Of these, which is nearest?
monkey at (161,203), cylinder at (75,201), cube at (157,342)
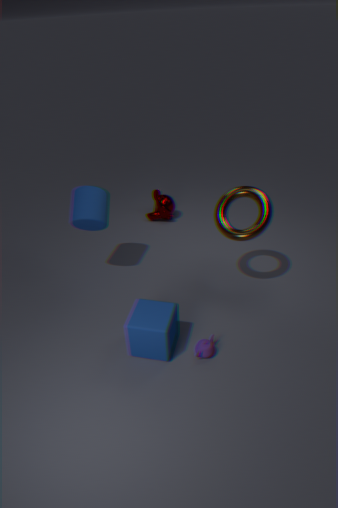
cube at (157,342)
